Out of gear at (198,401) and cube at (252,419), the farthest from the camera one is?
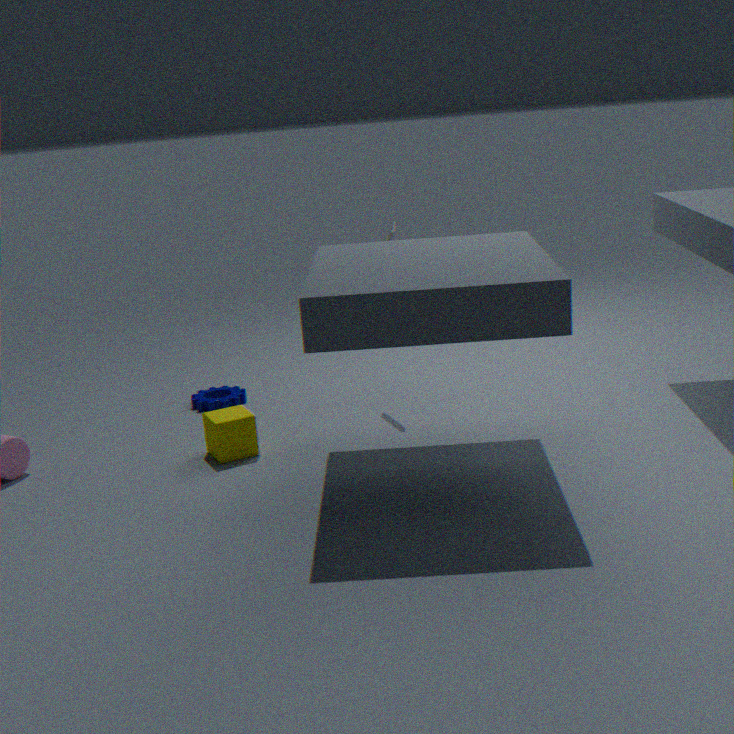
gear at (198,401)
